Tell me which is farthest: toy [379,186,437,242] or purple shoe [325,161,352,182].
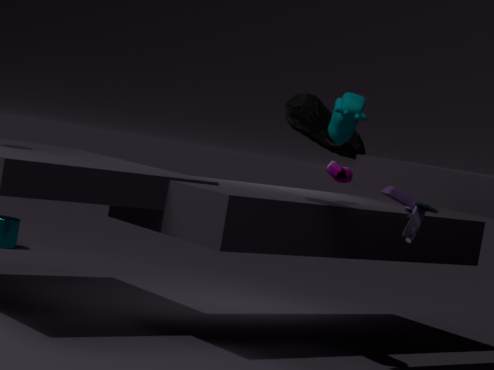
purple shoe [325,161,352,182]
